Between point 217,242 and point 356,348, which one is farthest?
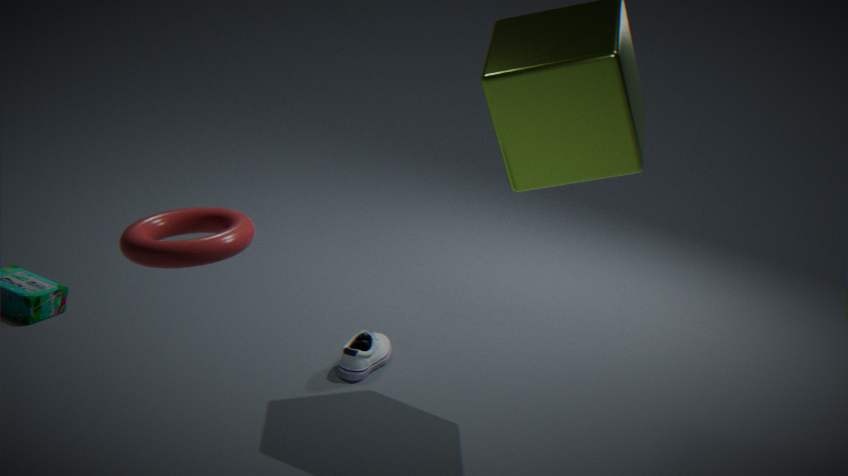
point 356,348
